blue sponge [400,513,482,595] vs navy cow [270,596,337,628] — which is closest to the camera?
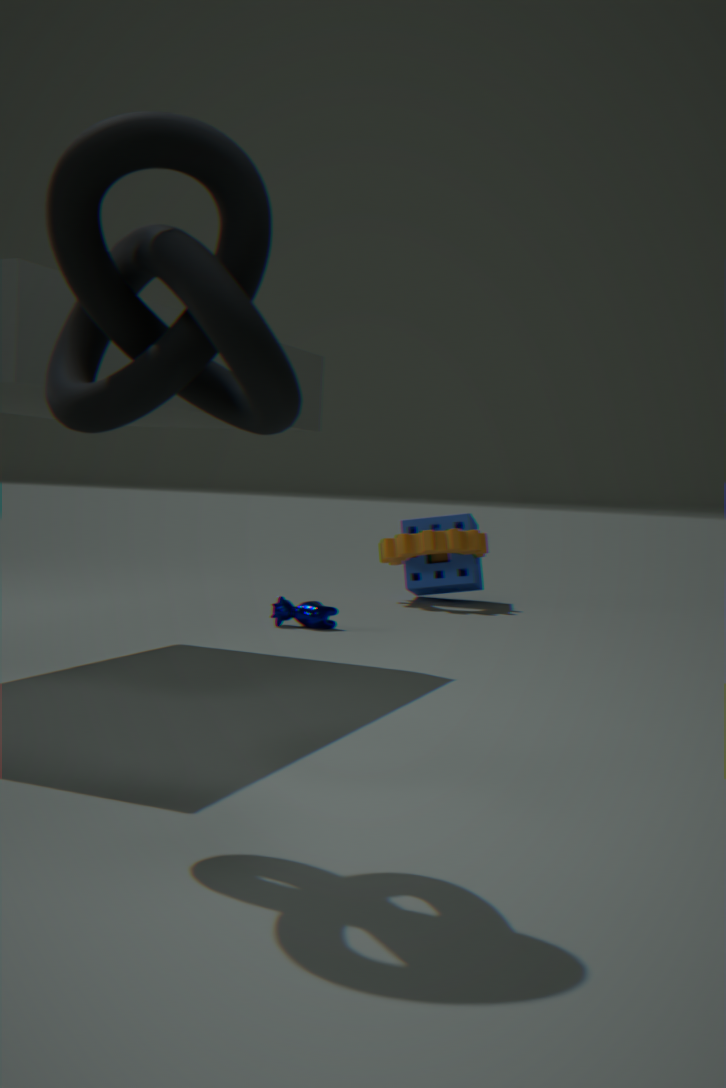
navy cow [270,596,337,628]
